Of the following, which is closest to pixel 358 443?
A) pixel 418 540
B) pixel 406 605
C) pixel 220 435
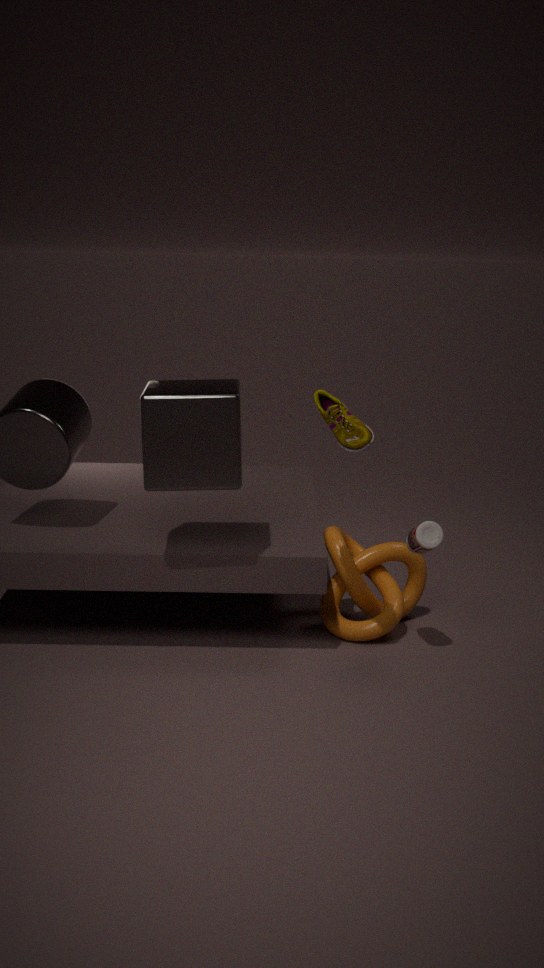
pixel 220 435
